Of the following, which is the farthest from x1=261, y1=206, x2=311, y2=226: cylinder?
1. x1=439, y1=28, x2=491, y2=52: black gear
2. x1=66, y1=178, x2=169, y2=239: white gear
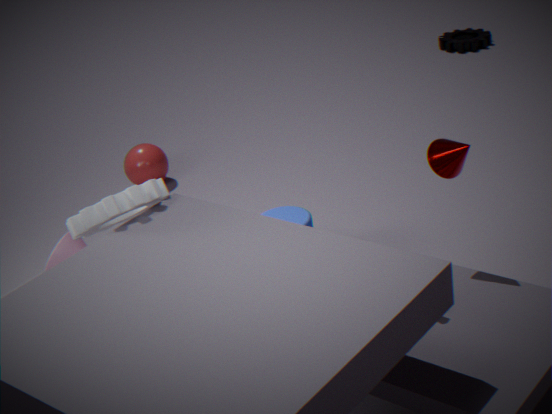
x1=439, y1=28, x2=491, y2=52: black gear
